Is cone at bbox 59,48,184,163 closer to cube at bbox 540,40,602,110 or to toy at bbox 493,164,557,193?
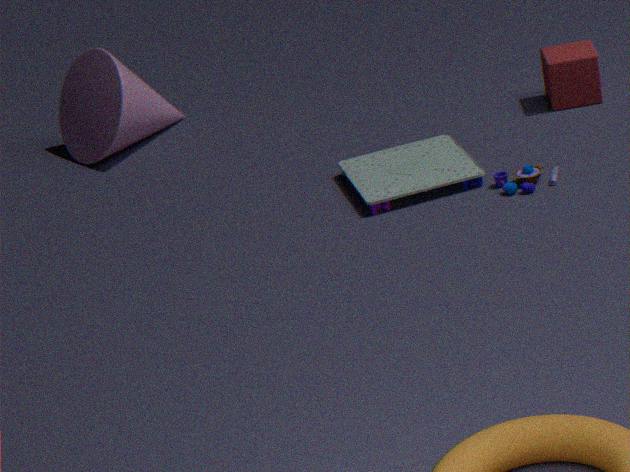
cube at bbox 540,40,602,110
